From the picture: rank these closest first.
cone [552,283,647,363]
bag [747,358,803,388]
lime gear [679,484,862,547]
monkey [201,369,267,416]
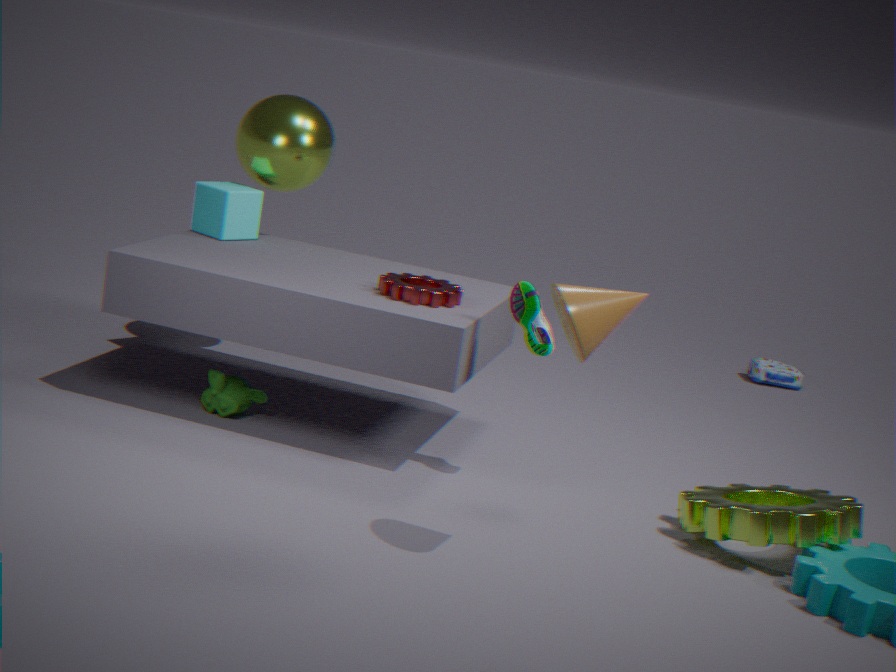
cone [552,283,647,363]
lime gear [679,484,862,547]
monkey [201,369,267,416]
bag [747,358,803,388]
